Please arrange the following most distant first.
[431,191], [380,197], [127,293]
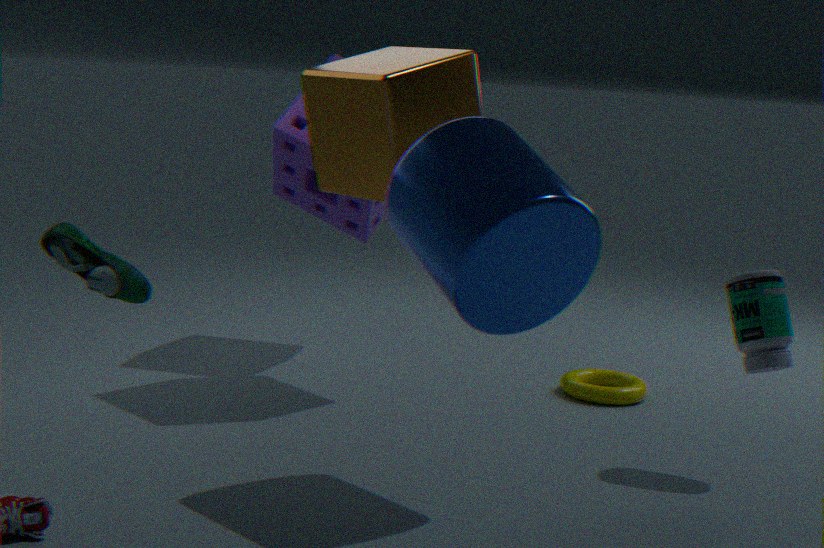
[380,197] < [431,191] < [127,293]
